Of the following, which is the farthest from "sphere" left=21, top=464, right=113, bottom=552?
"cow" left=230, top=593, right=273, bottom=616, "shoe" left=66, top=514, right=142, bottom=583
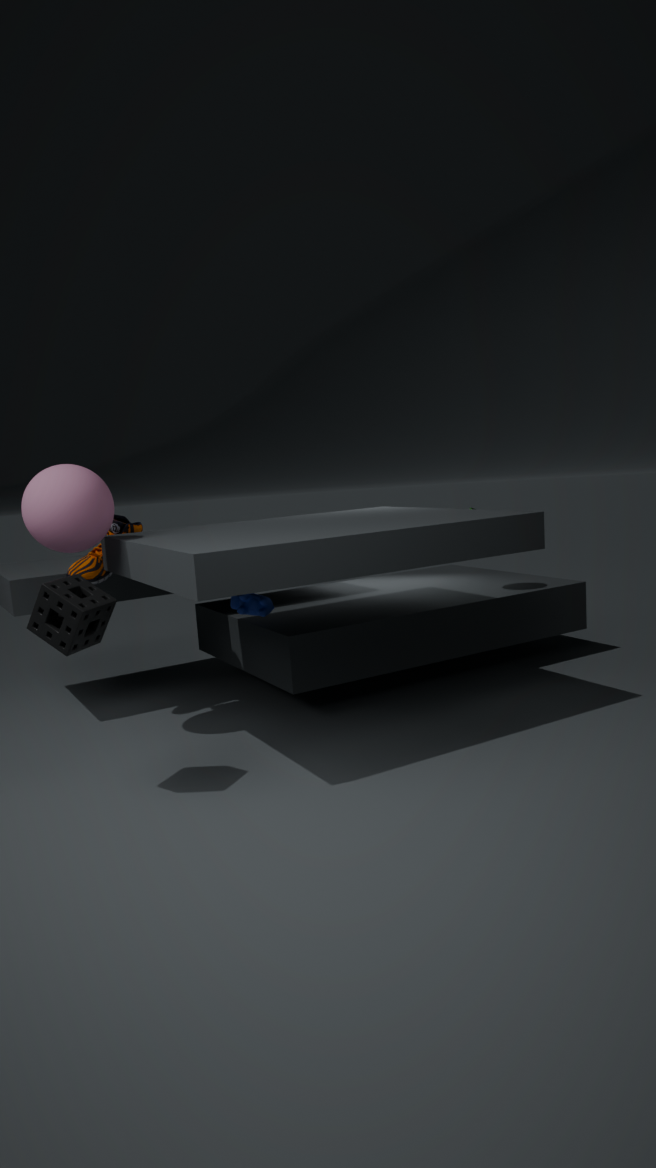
"cow" left=230, top=593, right=273, bottom=616
